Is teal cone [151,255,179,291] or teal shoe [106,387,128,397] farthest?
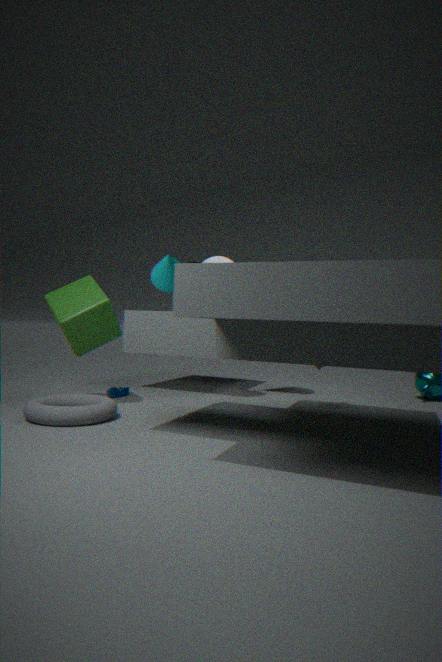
teal shoe [106,387,128,397]
